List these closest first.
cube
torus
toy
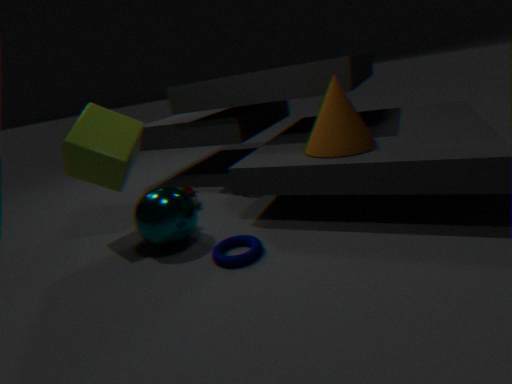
torus → cube → toy
